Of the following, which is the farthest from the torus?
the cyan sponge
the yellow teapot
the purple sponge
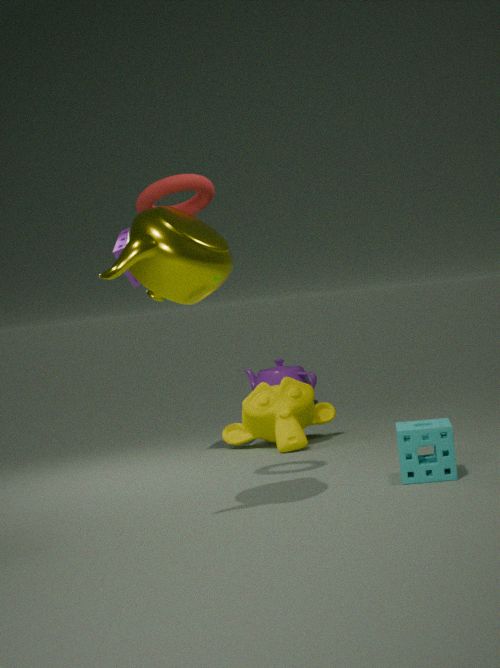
the cyan sponge
